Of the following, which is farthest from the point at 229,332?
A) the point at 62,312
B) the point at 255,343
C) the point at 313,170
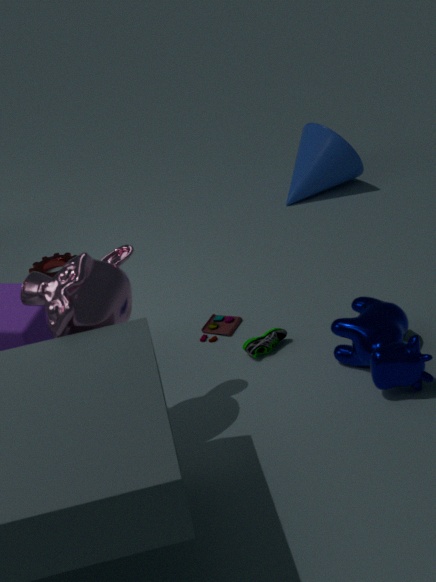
the point at 313,170
